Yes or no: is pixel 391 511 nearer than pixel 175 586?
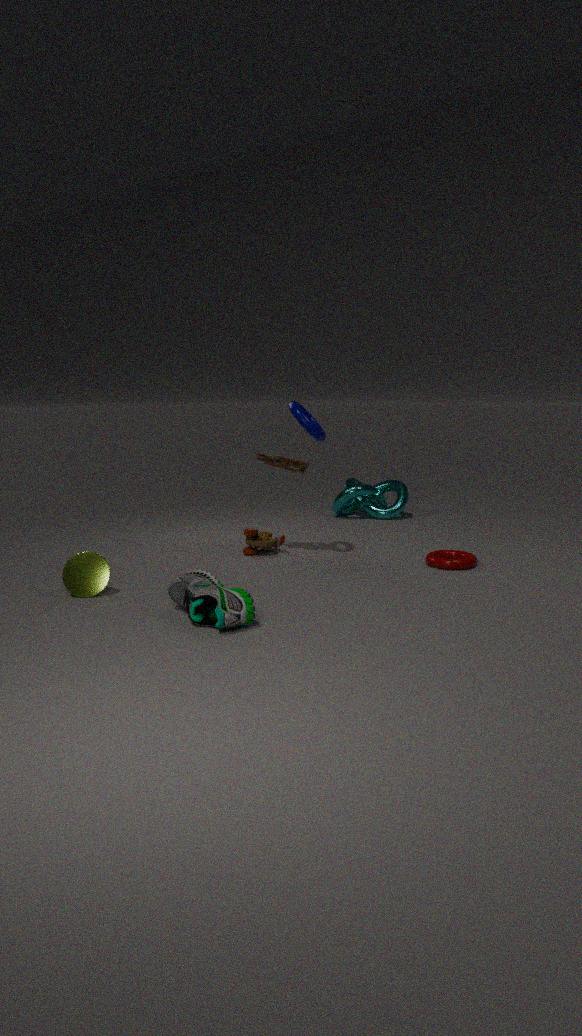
No
